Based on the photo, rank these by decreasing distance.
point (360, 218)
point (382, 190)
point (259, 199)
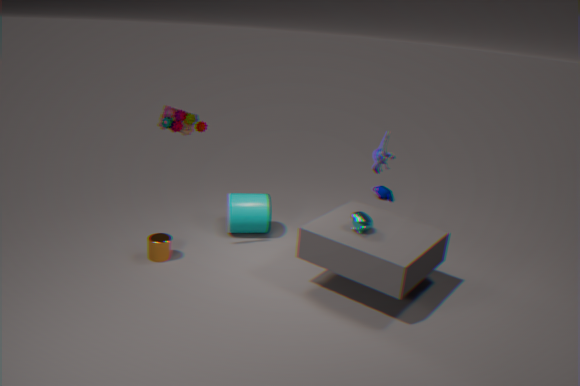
point (382, 190)
point (259, 199)
point (360, 218)
